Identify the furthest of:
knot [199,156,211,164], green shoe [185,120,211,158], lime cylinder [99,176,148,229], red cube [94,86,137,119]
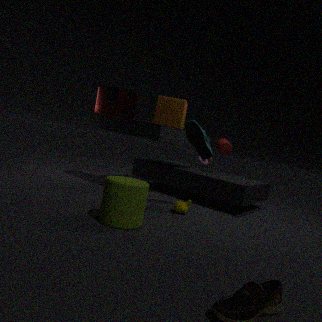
knot [199,156,211,164]
